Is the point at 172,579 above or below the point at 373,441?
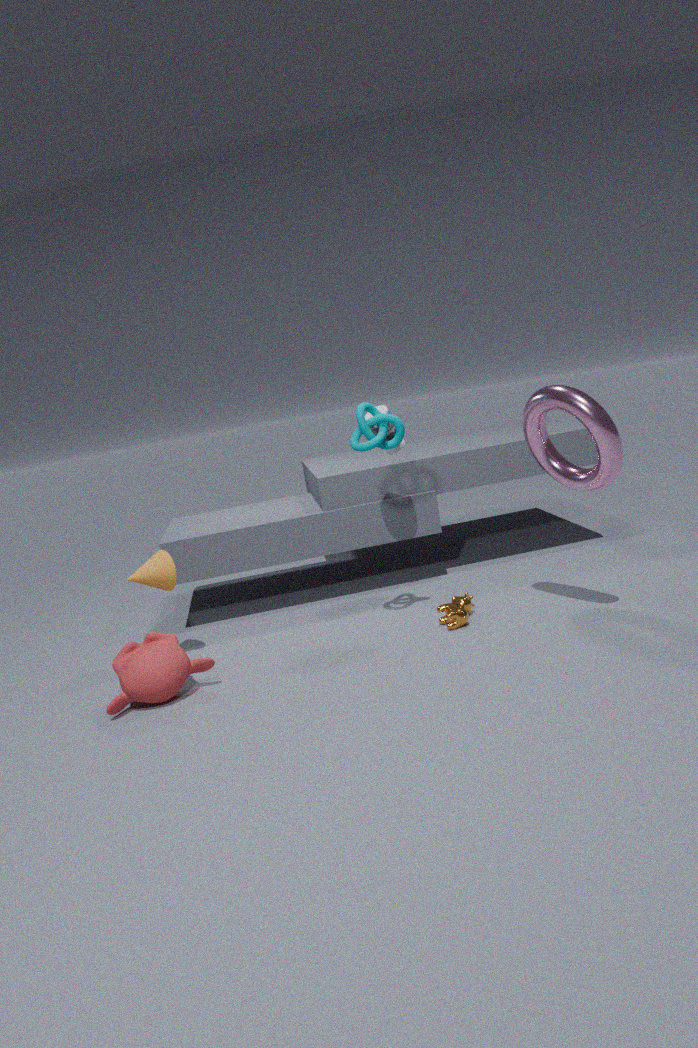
below
